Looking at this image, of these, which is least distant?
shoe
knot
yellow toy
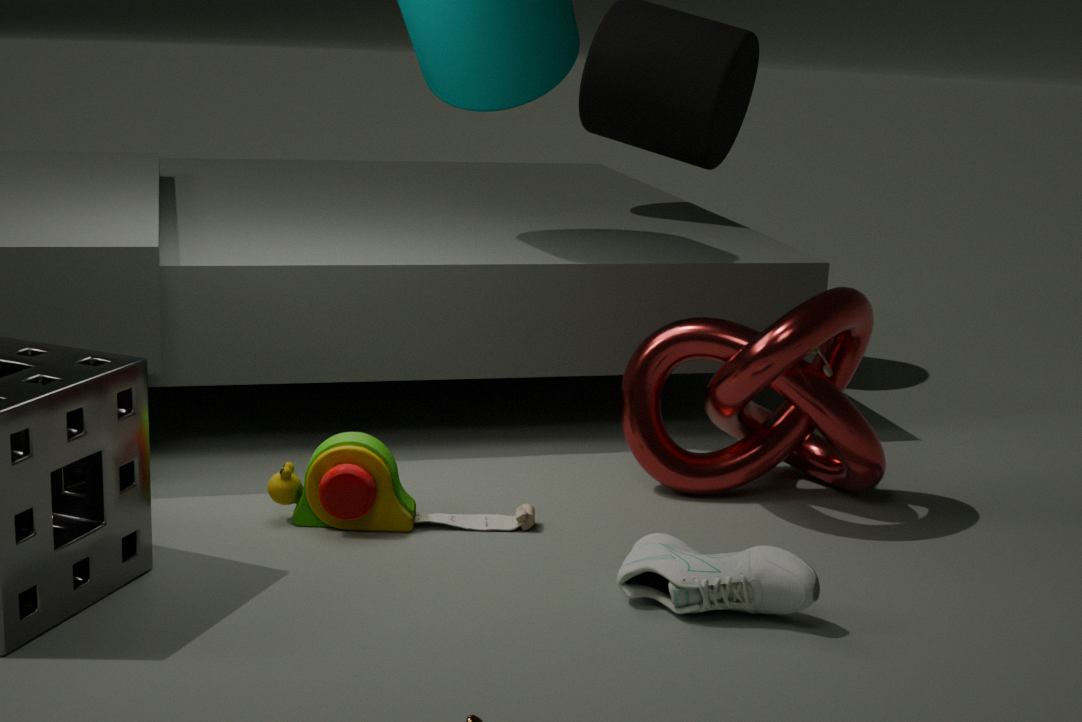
shoe
